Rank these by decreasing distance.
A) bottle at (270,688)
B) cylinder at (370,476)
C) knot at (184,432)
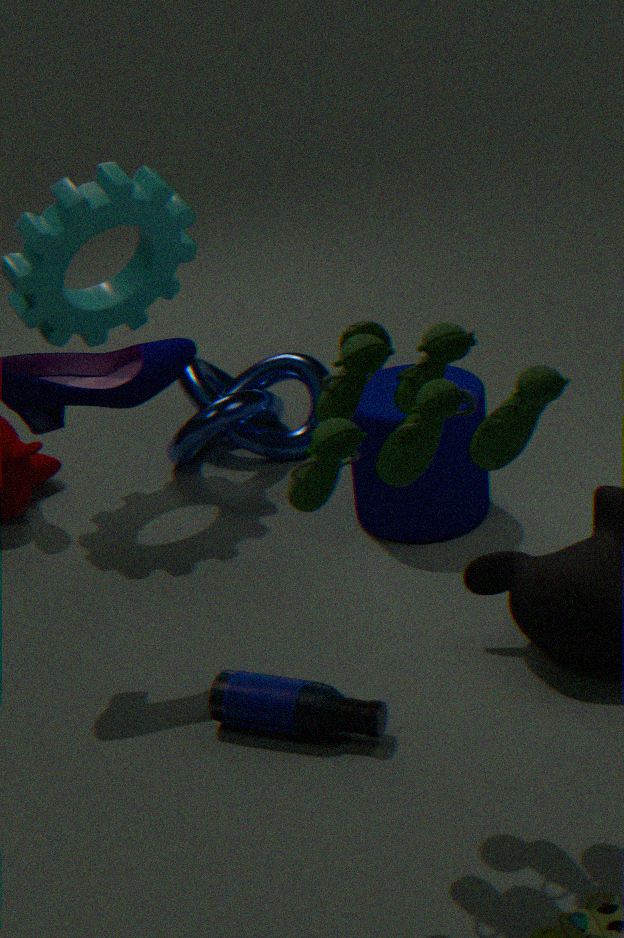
knot at (184,432) < cylinder at (370,476) < bottle at (270,688)
